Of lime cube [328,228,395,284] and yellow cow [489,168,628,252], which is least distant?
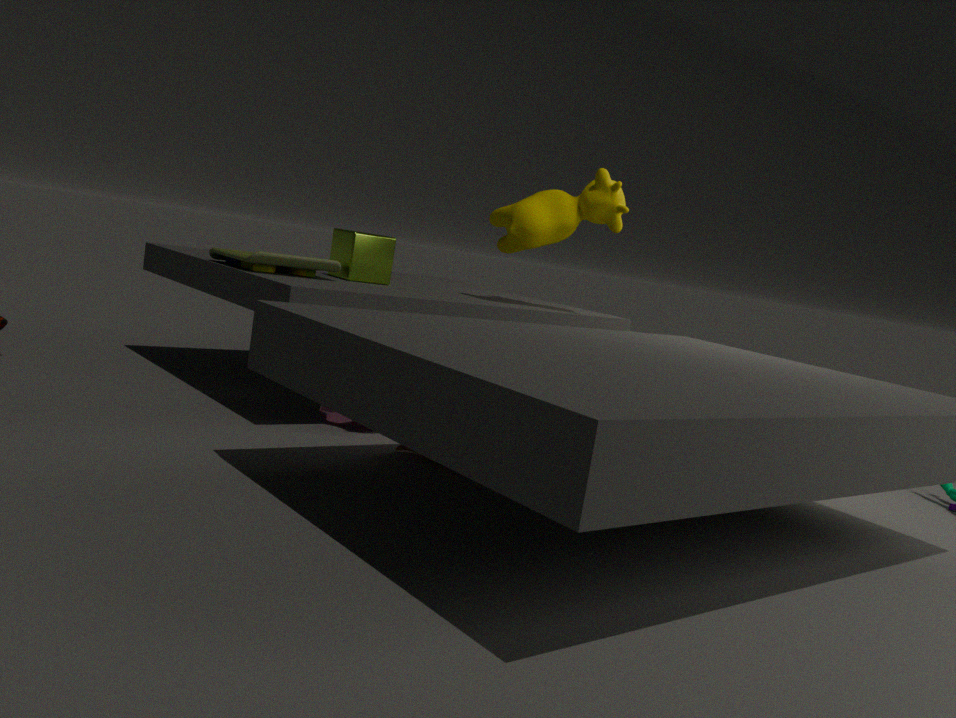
lime cube [328,228,395,284]
